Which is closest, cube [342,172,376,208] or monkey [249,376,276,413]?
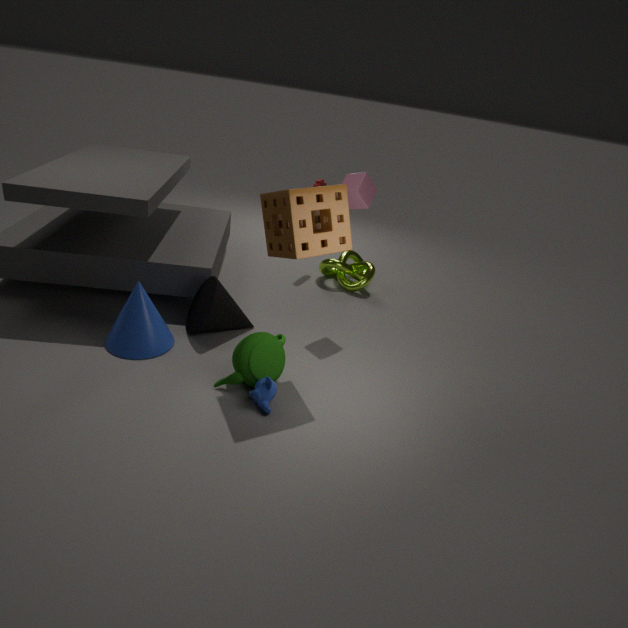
monkey [249,376,276,413]
